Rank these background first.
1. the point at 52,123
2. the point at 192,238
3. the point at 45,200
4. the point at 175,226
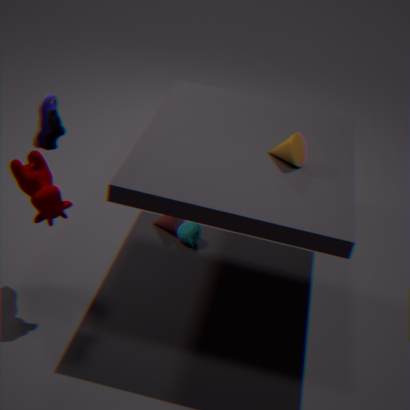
1. the point at 175,226
2. the point at 192,238
3. the point at 52,123
4. the point at 45,200
